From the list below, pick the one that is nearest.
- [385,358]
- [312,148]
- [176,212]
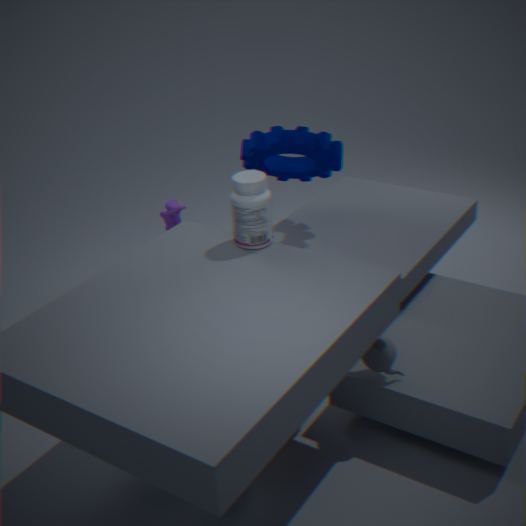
→ [385,358]
